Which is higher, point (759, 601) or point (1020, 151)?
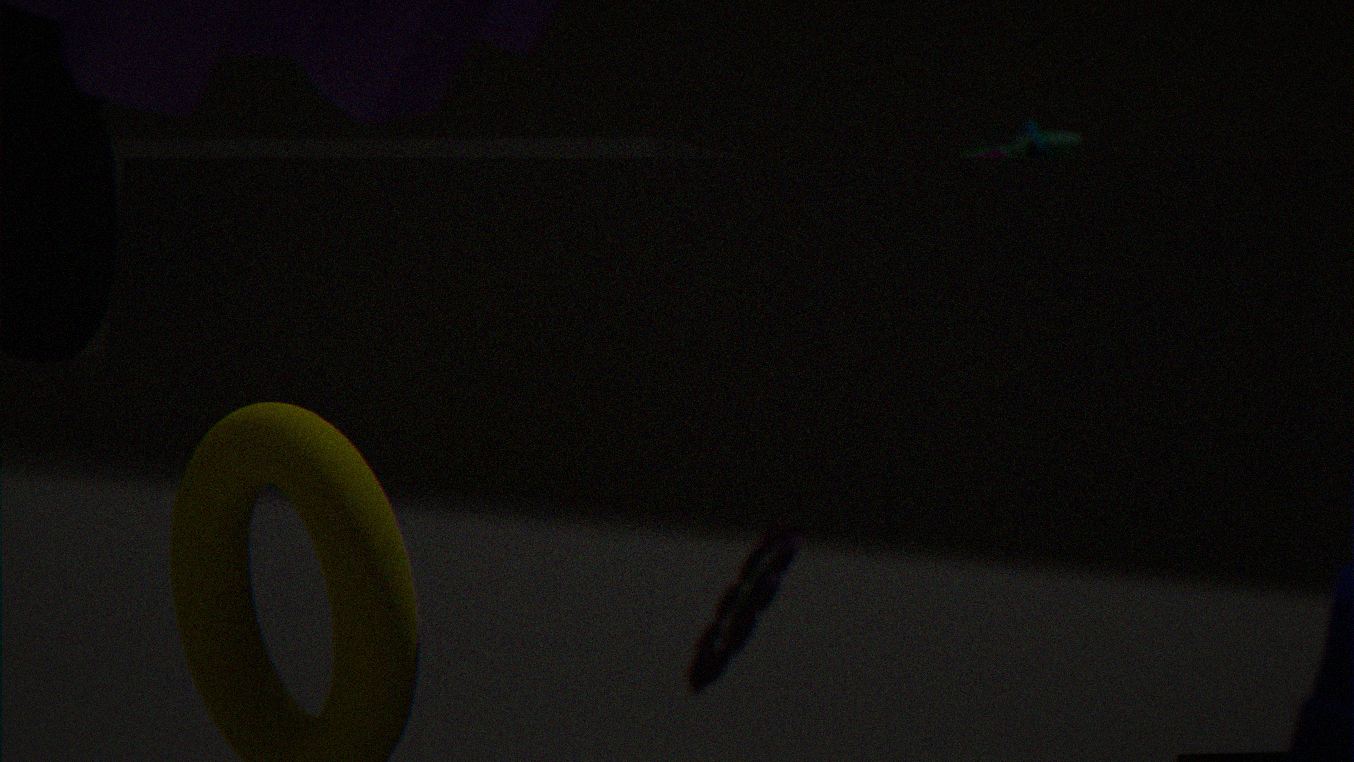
point (1020, 151)
